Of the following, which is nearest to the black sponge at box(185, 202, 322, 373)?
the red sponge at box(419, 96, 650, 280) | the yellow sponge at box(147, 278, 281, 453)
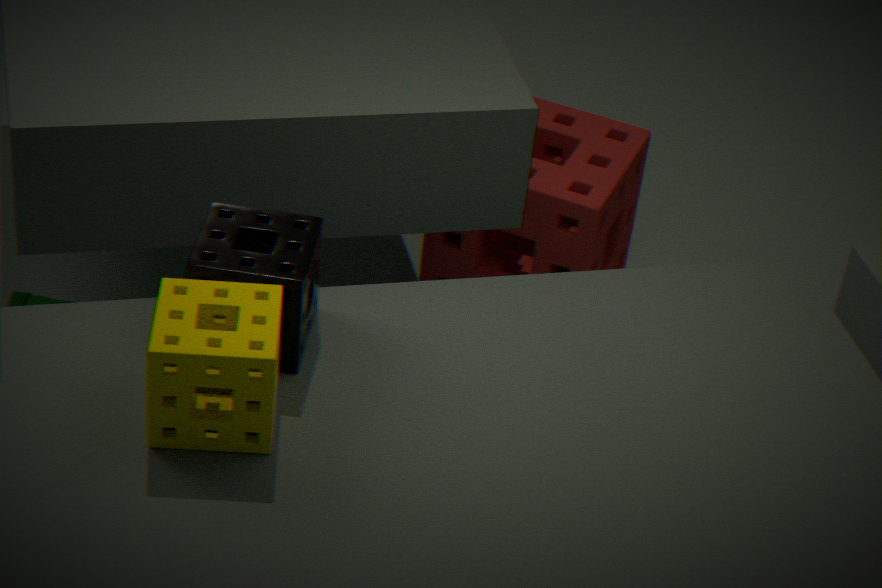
the yellow sponge at box(147, 278, 281, 453)
